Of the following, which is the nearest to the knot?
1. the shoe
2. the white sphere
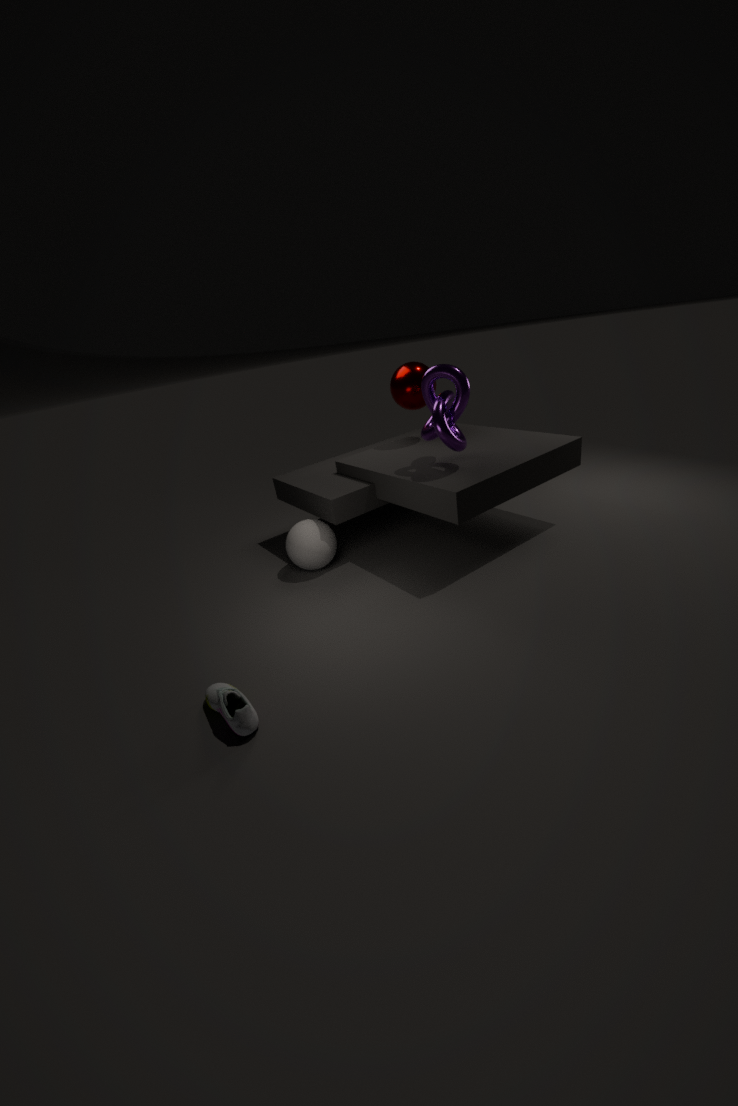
the white sphere
